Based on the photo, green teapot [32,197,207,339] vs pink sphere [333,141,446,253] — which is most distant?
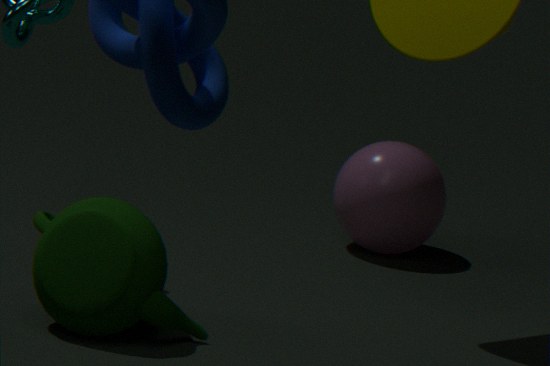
pink sphere [333,141,446,253]
